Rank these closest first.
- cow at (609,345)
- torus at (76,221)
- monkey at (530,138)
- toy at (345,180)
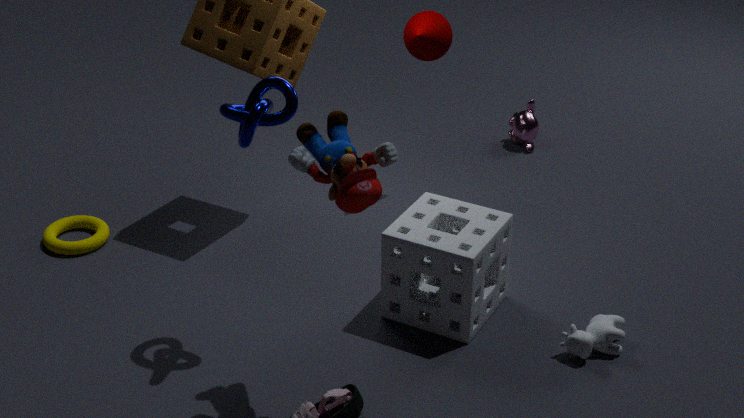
toy at (345,180), cow at (609,345), torus at (76,221), monkey at (530,138)
